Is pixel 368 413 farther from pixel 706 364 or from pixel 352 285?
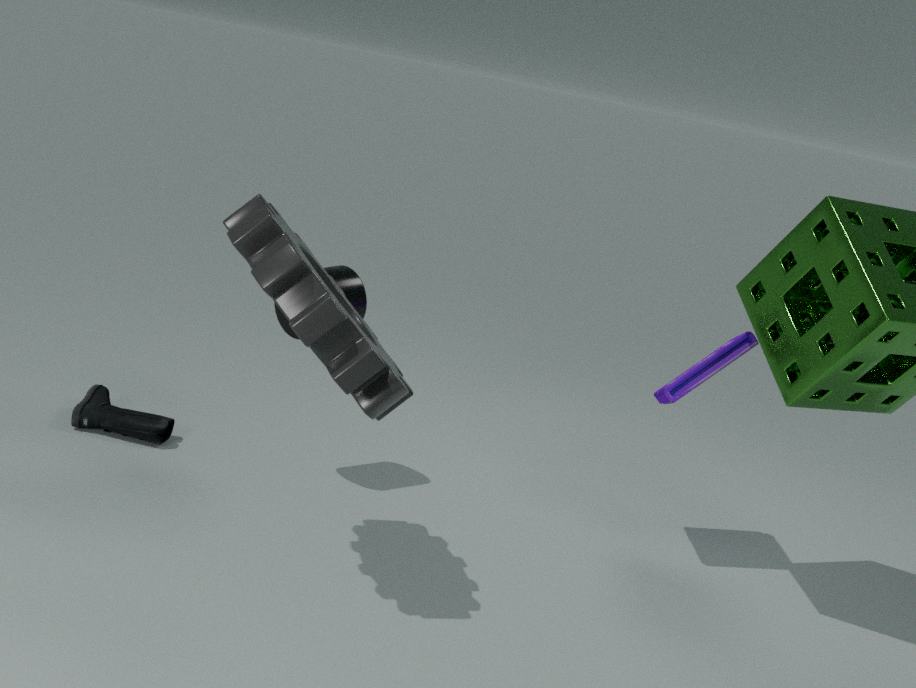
pixel 706 364
